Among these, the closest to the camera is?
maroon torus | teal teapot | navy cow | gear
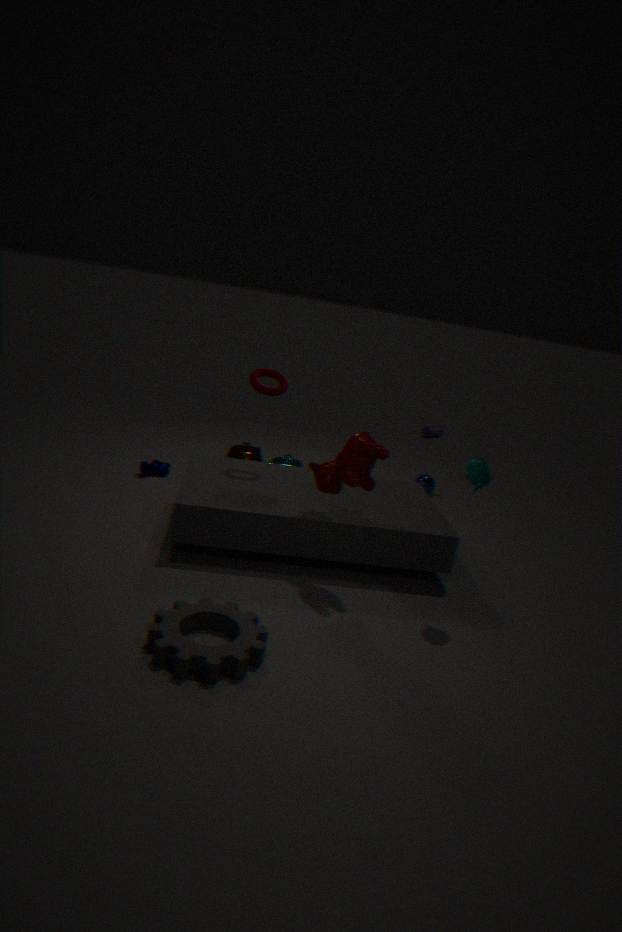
gear
